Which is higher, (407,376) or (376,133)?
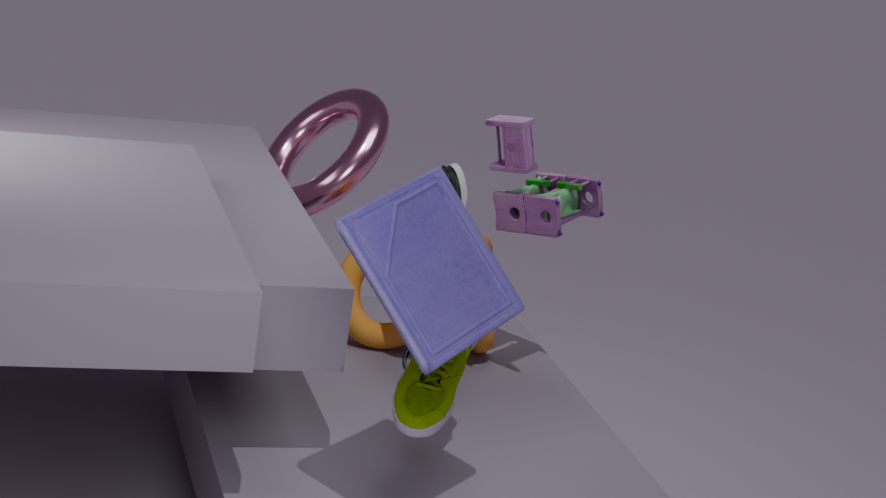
(376,133)
